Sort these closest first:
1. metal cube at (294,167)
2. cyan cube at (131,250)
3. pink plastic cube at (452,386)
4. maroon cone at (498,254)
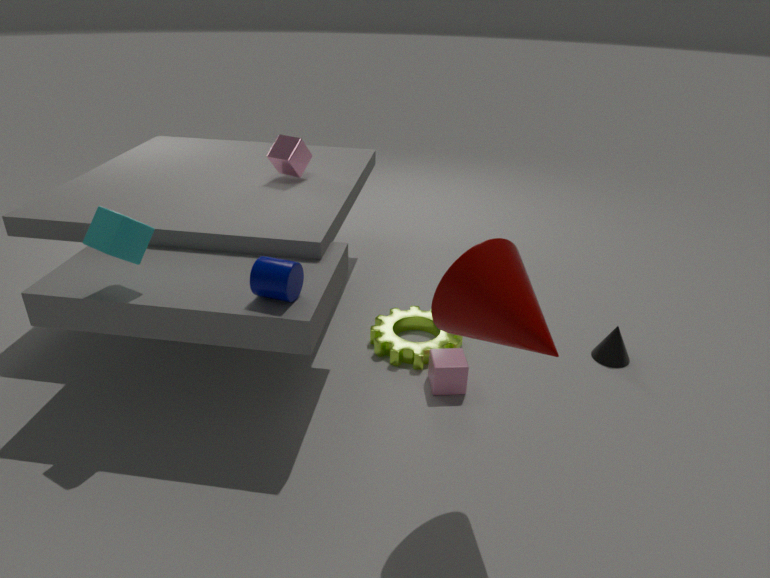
maroon cone at (498,254), cyan cube at (131,250), pink plastic cube at (452,386), metal cube at (294,167)
